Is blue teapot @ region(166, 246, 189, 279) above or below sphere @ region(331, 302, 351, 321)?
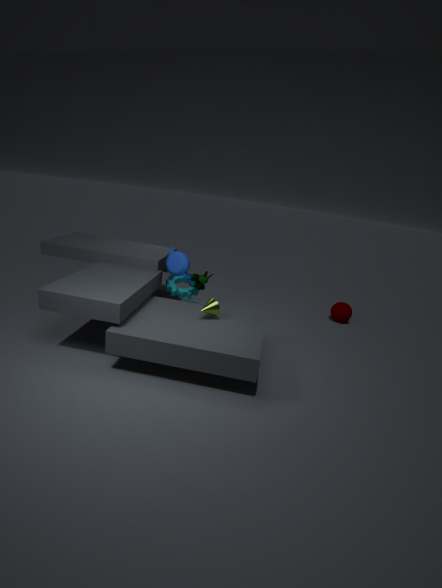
above
